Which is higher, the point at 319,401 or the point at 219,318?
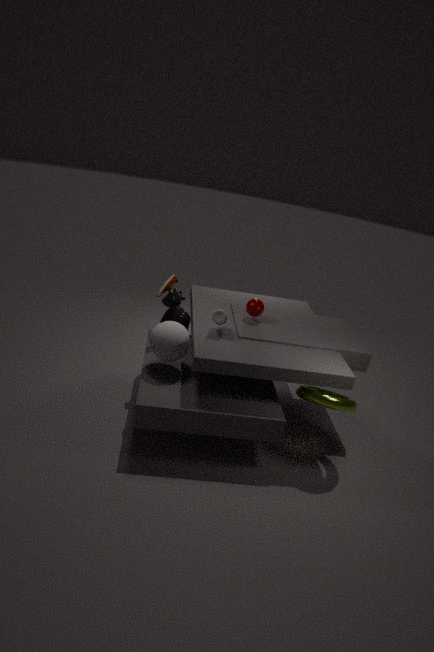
the point at 219,318
